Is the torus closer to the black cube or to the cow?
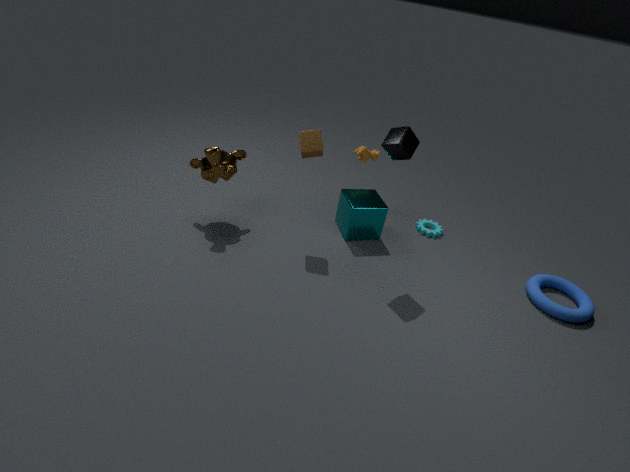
the black cube
